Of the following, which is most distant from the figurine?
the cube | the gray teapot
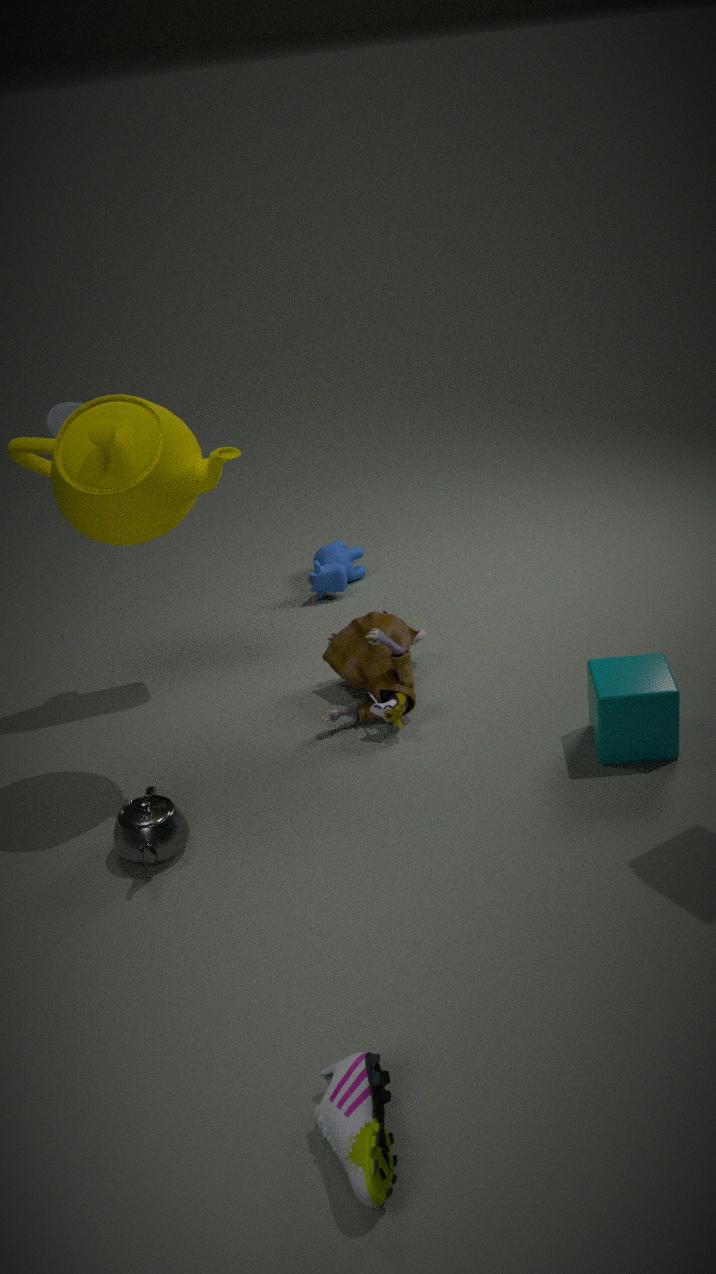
the gray teapot
